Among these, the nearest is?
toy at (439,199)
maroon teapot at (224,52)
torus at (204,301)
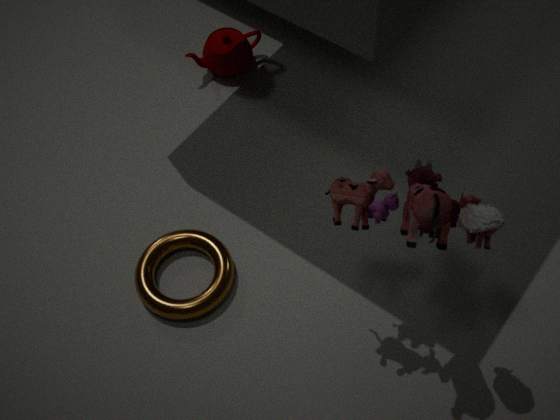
toy at (439,199)
